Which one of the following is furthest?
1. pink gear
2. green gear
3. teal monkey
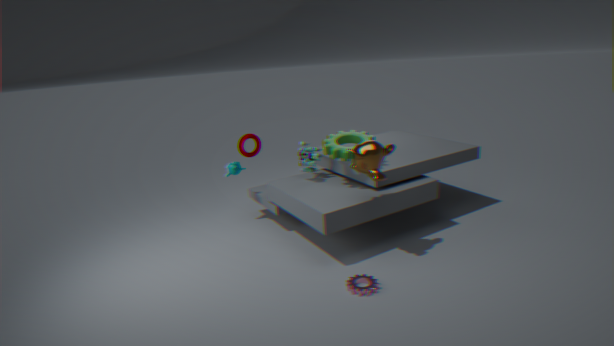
teal monkey
